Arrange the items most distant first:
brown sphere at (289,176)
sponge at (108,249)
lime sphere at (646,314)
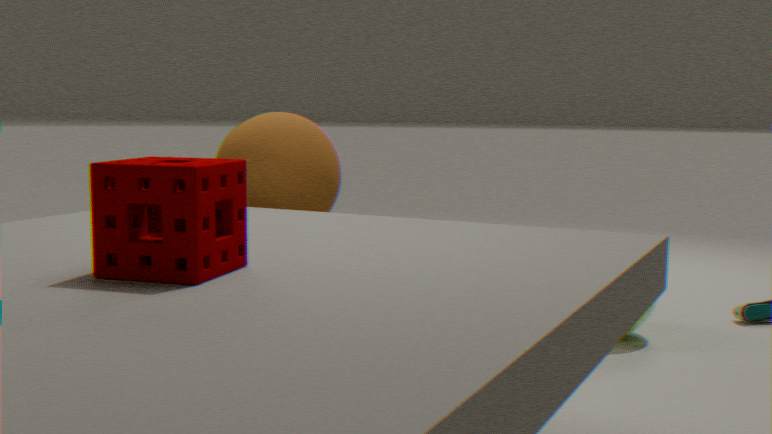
lime sphere at (646,314), brown sphere at (289,176), sponge at (108,249)
